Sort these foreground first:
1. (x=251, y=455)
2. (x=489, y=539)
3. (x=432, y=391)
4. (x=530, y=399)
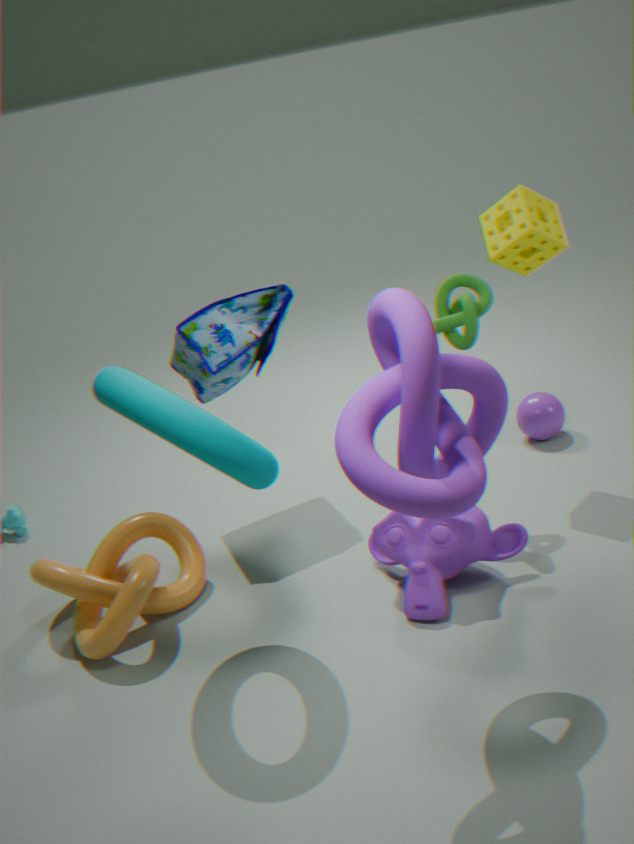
(x=432, y=391) → (x=251, y=455) → (x=489, y=539) → (x=530, y=399)
